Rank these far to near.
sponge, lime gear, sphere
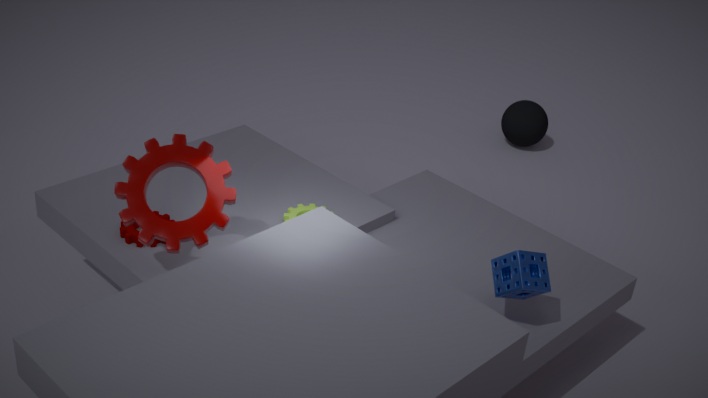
sphere < lime gear < sponge
